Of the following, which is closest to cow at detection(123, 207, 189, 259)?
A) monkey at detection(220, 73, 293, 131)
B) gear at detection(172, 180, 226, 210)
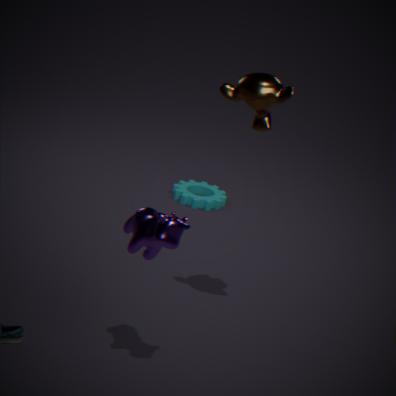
monkey at detection(220, 73, 293, 131)
